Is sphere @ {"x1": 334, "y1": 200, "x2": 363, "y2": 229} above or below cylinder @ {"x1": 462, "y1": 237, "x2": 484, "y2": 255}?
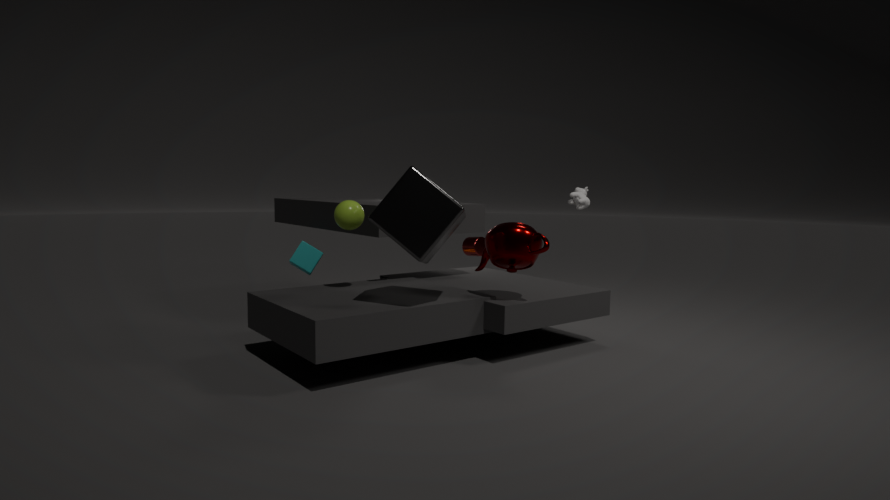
above
